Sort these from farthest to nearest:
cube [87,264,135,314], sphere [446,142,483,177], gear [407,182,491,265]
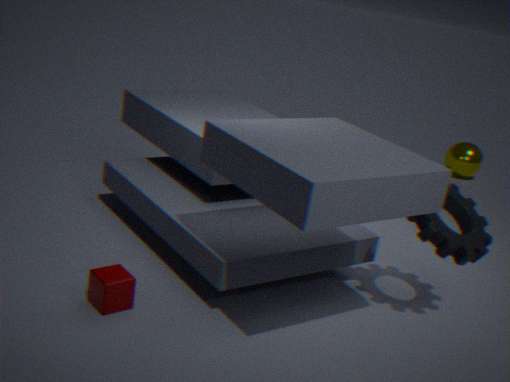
sphere [446,142,483,177] → gear [407,182,491,265] → cube [87,264,135,314]
